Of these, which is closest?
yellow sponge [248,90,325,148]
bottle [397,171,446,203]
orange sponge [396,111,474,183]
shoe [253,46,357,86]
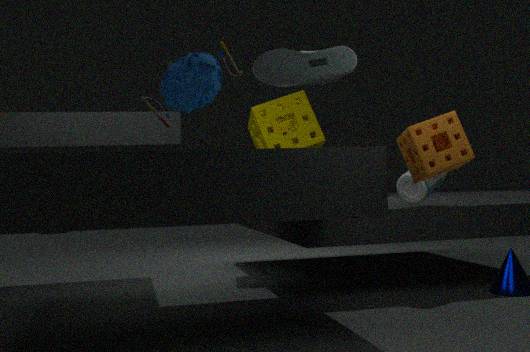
shoe [253,46,357,86]
